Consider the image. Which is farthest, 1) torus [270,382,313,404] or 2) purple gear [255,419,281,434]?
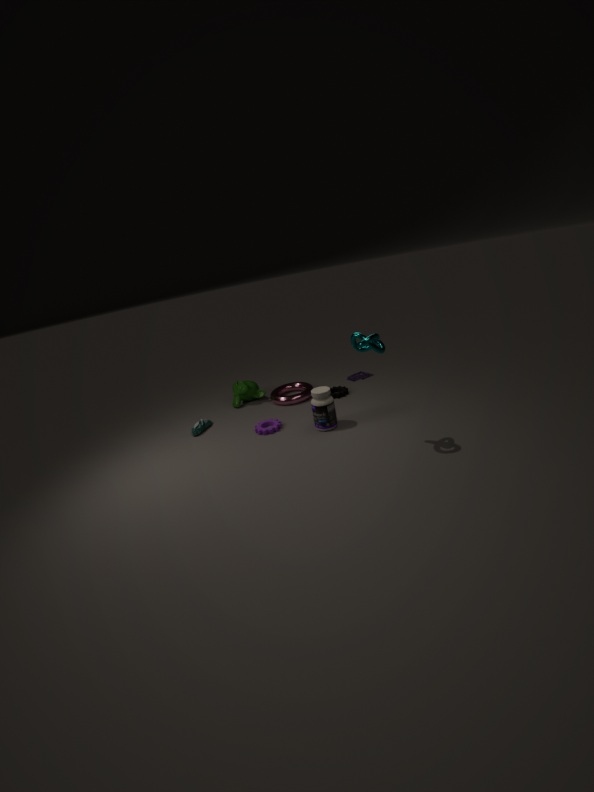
1. torus [270,382,313,404]
